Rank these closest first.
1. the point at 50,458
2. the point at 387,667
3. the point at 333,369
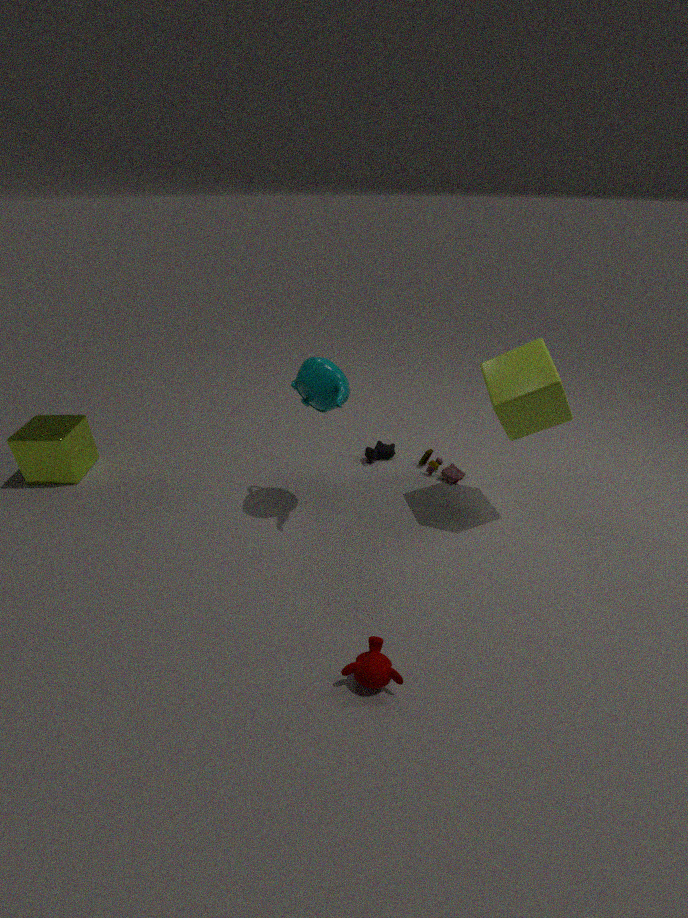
1. the point at 387,667
2. the point at 333,369
3. the point at 50,458
